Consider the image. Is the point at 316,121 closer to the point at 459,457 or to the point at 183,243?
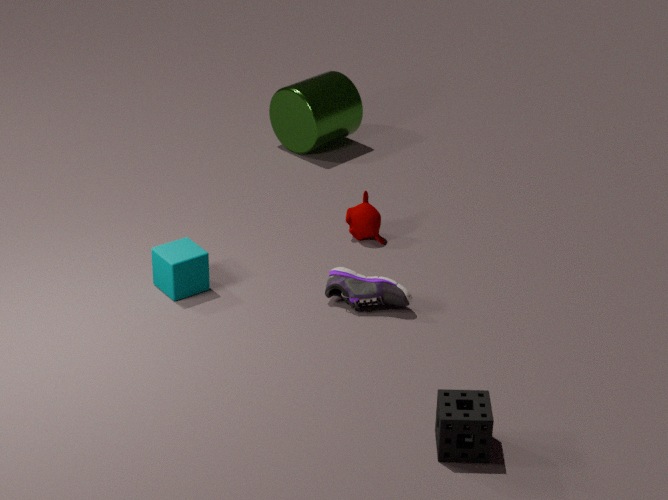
the point at 183,243
